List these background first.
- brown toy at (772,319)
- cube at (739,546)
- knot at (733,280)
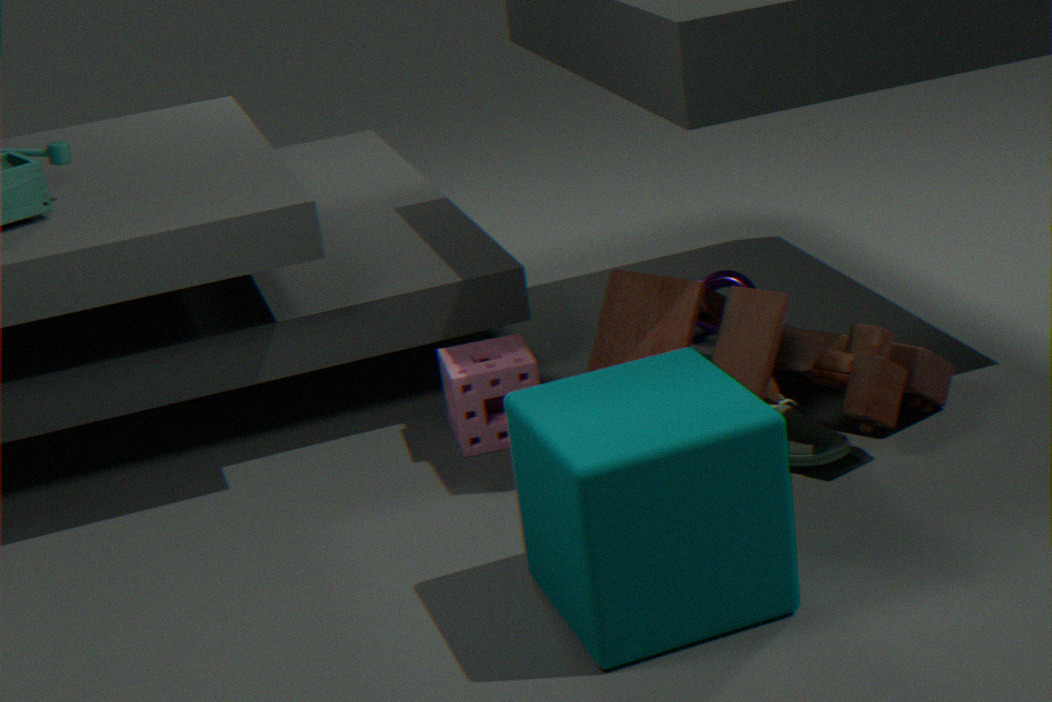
knot at (733,280)
brown toy at (772,319)
cube at (739,546)
